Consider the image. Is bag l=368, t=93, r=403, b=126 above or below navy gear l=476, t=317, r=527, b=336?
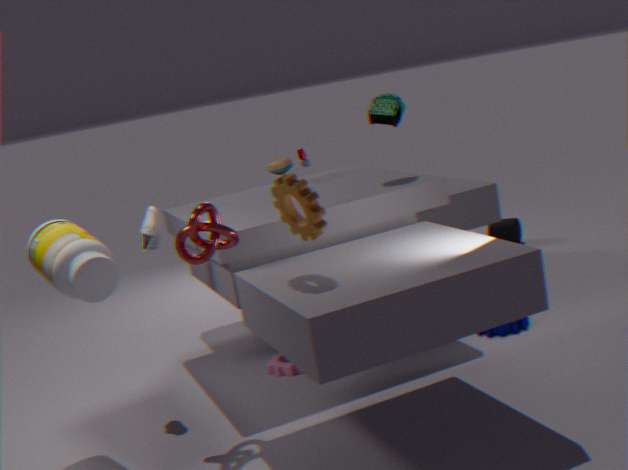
above
